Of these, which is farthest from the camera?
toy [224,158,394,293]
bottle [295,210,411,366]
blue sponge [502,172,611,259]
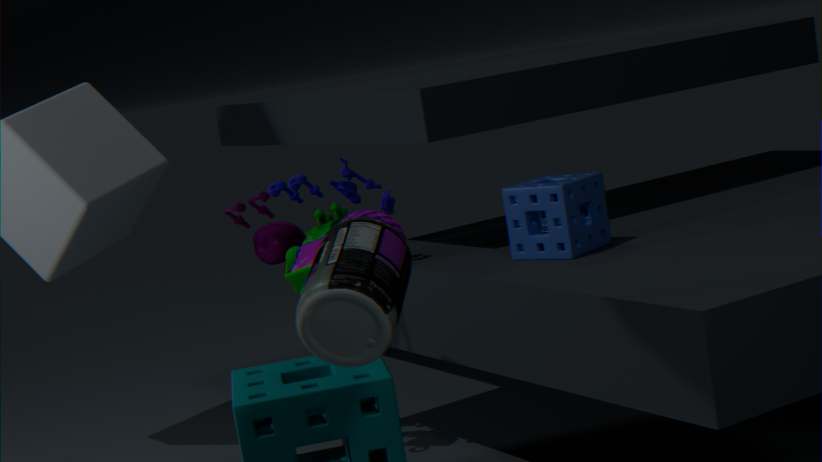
toy [224,158,394,293]
